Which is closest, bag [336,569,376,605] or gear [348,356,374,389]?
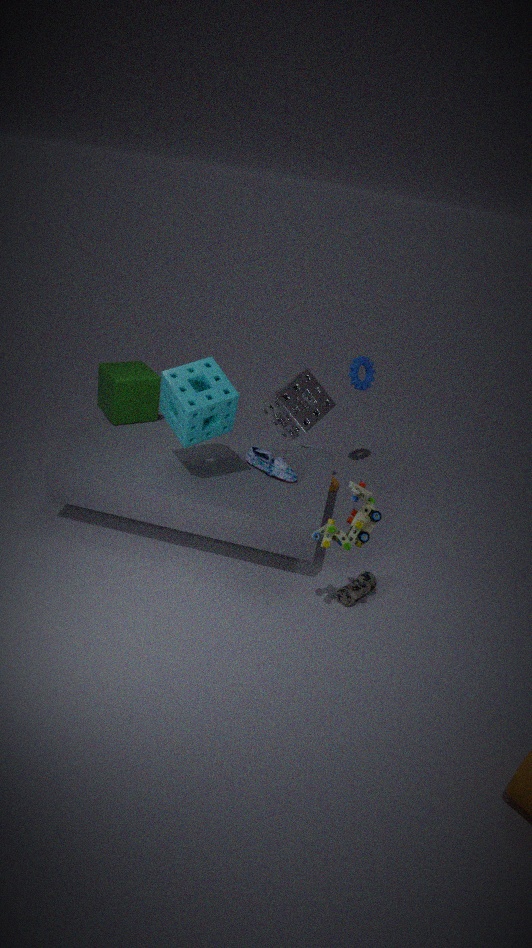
bag [336,569,376,605]
